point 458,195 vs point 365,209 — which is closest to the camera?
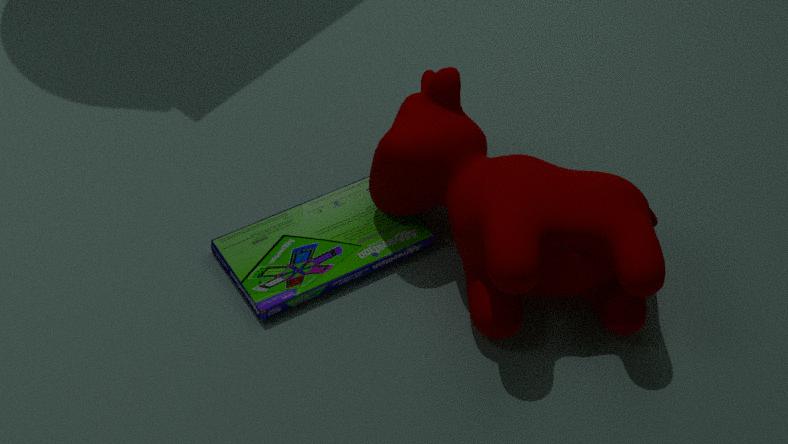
point 458,195
